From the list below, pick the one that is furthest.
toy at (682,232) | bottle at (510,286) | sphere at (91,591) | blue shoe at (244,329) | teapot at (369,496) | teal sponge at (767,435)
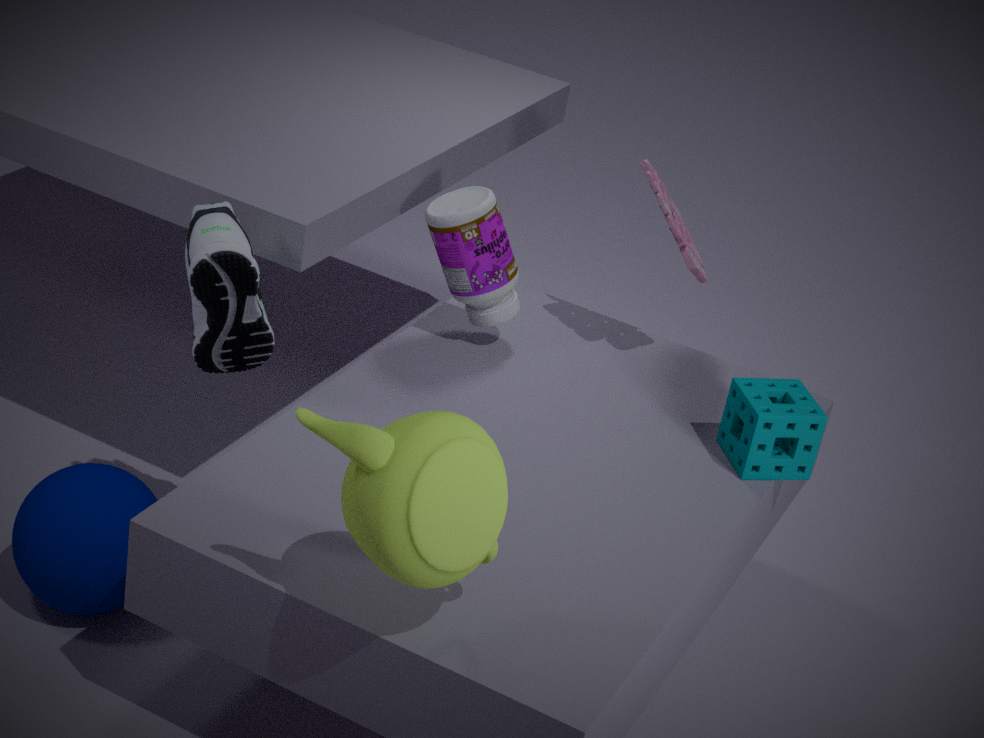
toy at (682,232)
